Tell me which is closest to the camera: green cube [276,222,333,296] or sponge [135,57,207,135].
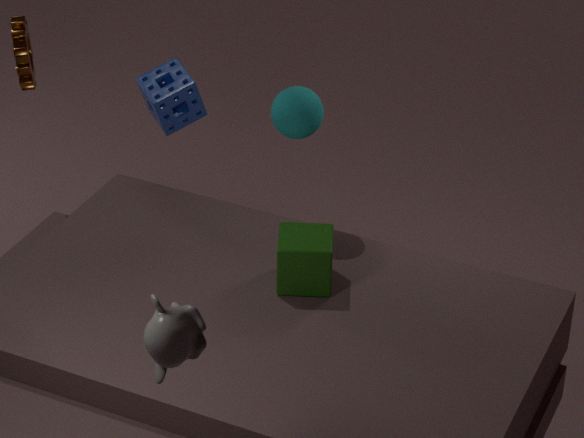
green cube [276,222,333,296]
